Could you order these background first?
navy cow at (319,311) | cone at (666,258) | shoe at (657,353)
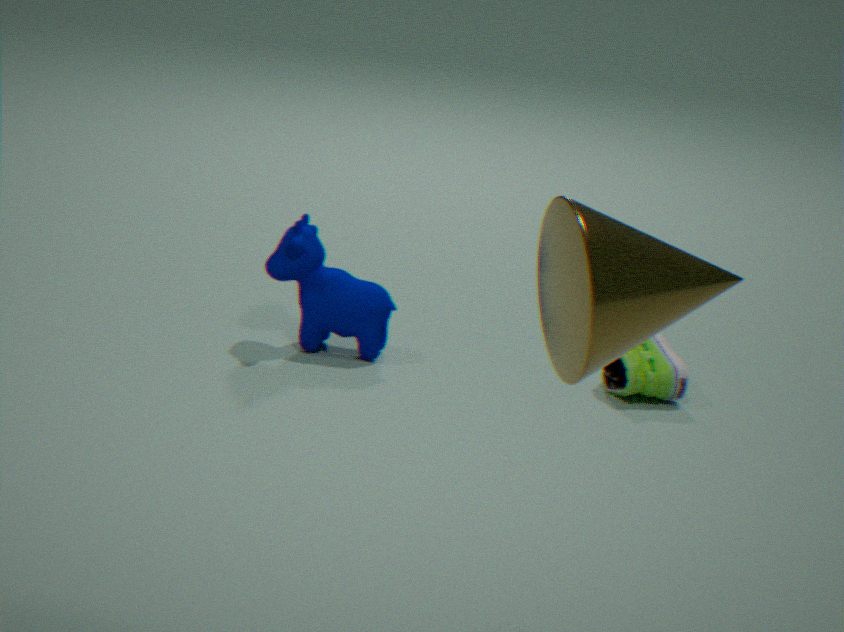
navy cow at (319,311)
shoe at (657,353)
cone at (666,258)
